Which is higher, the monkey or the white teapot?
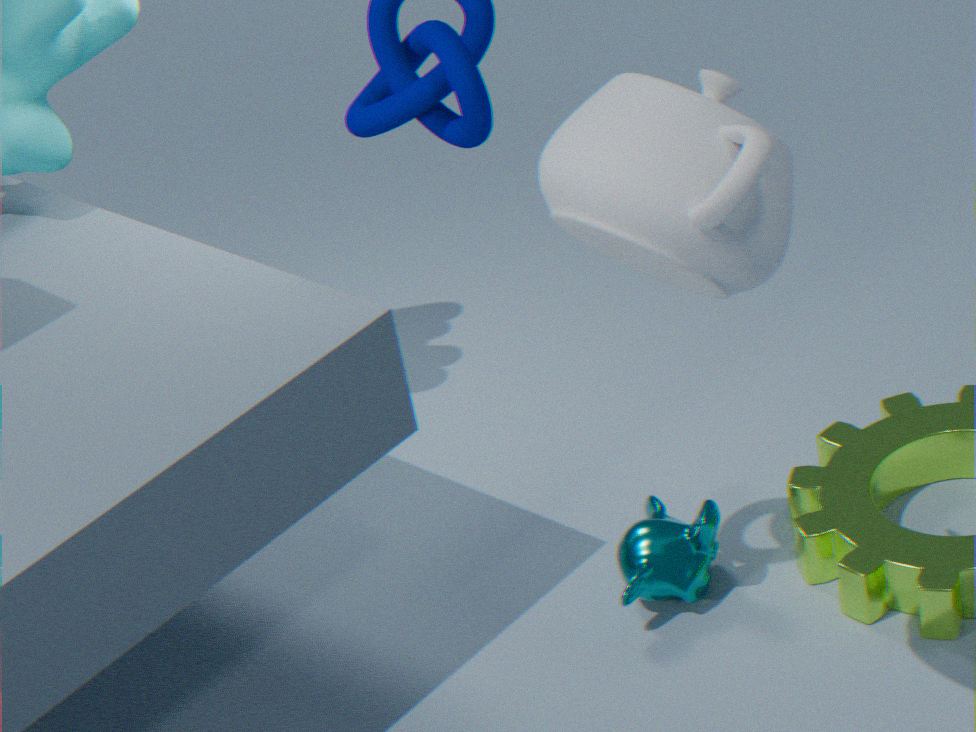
the white teapot
